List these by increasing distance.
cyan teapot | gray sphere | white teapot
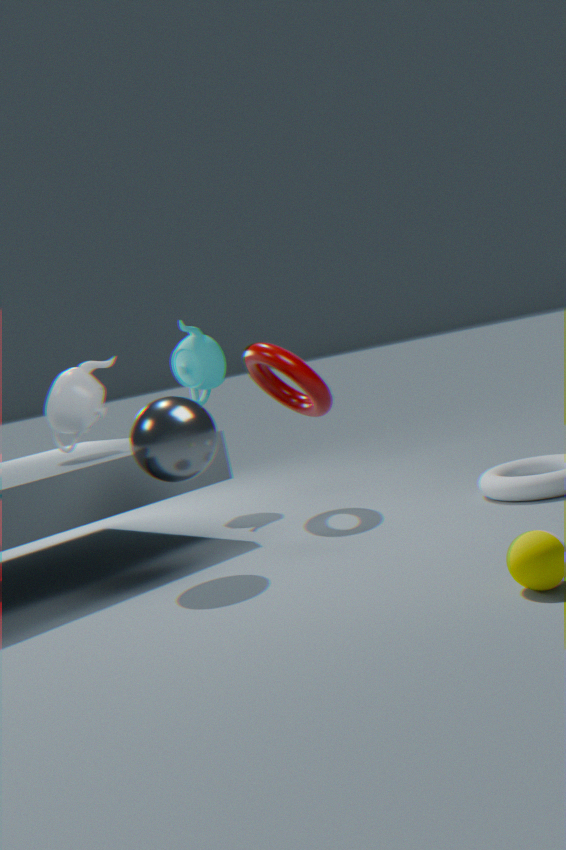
gray sphere
white teapot
cyan teapot
